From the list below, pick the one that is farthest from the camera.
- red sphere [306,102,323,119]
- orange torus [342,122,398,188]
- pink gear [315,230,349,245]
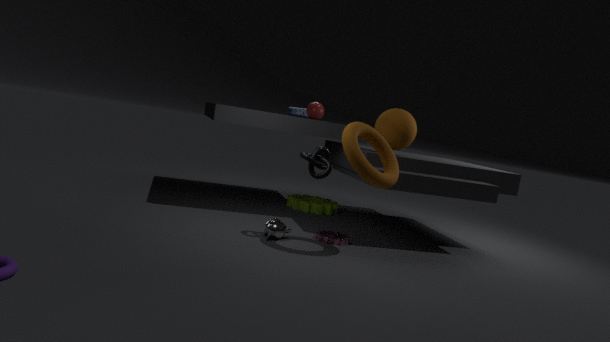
red sphere [306,102,323,119]
